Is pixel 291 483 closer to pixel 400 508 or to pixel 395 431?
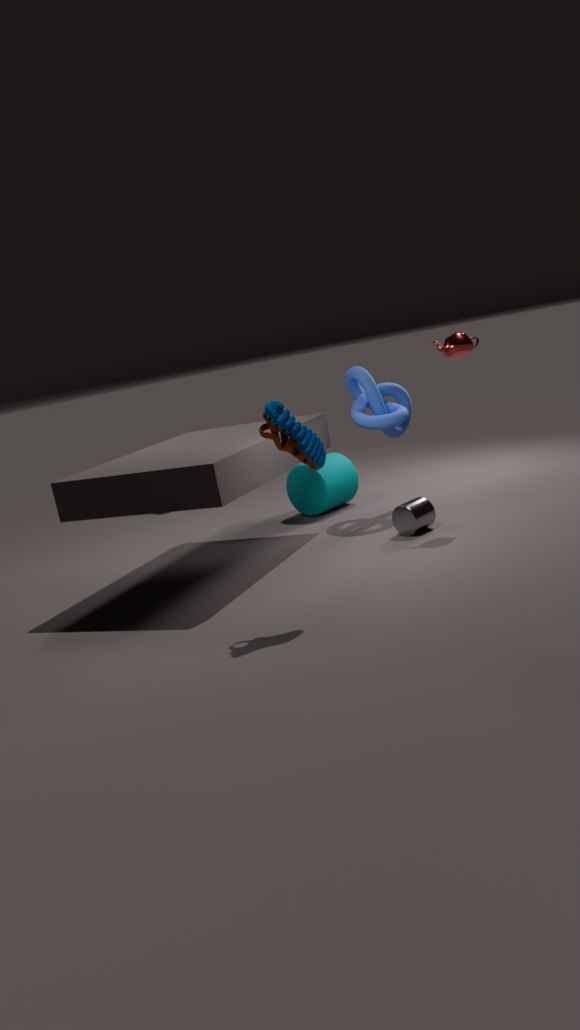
pixel 395 431
